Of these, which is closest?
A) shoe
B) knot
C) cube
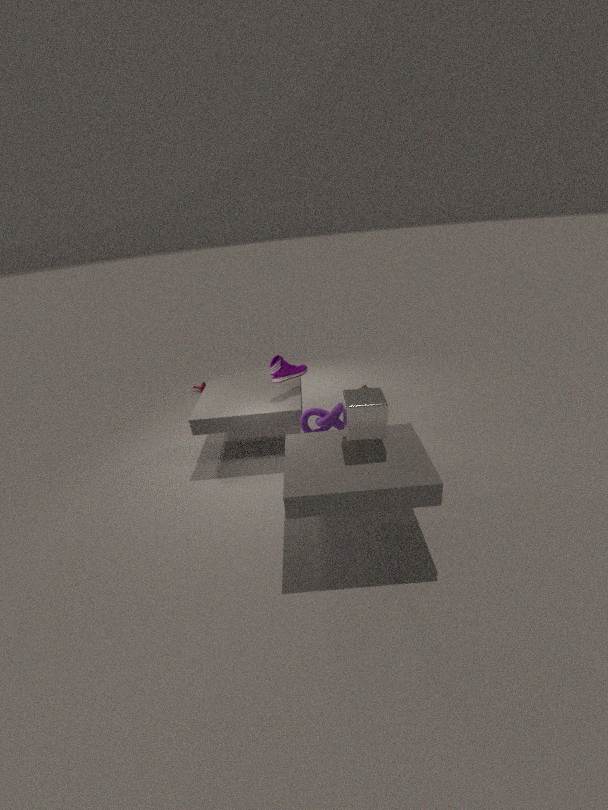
cube
